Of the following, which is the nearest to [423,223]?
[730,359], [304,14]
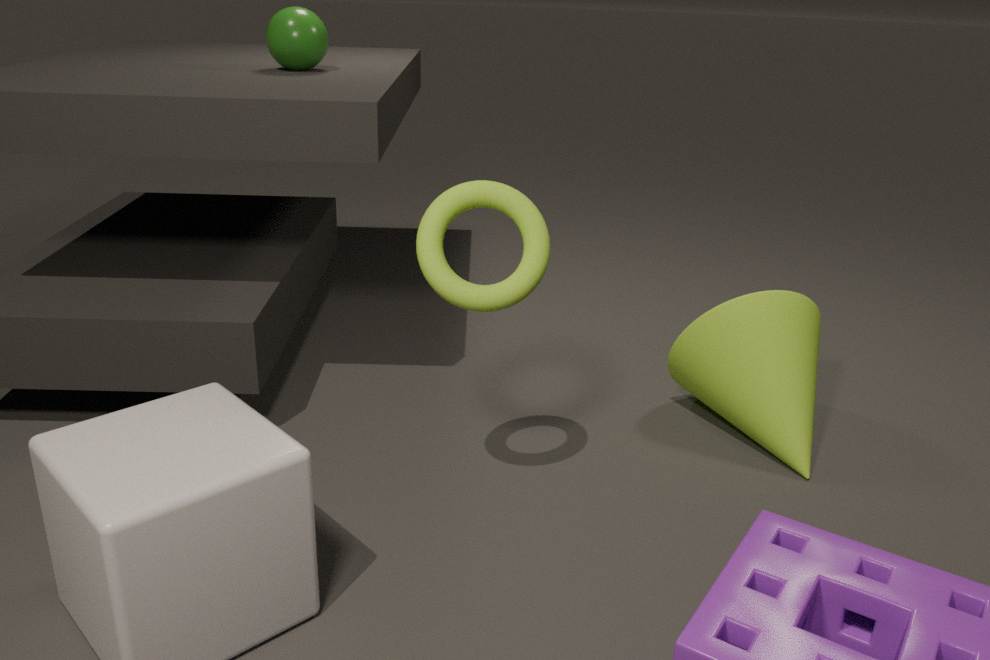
[730,359]
